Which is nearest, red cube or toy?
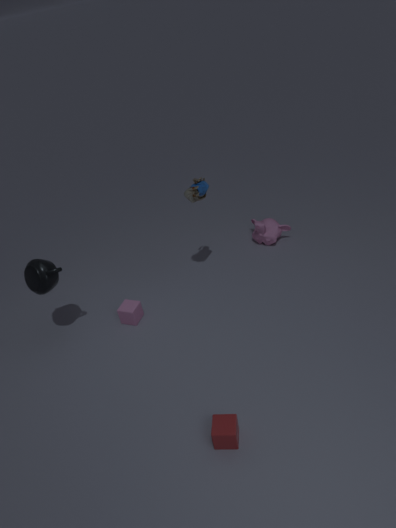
red cube
